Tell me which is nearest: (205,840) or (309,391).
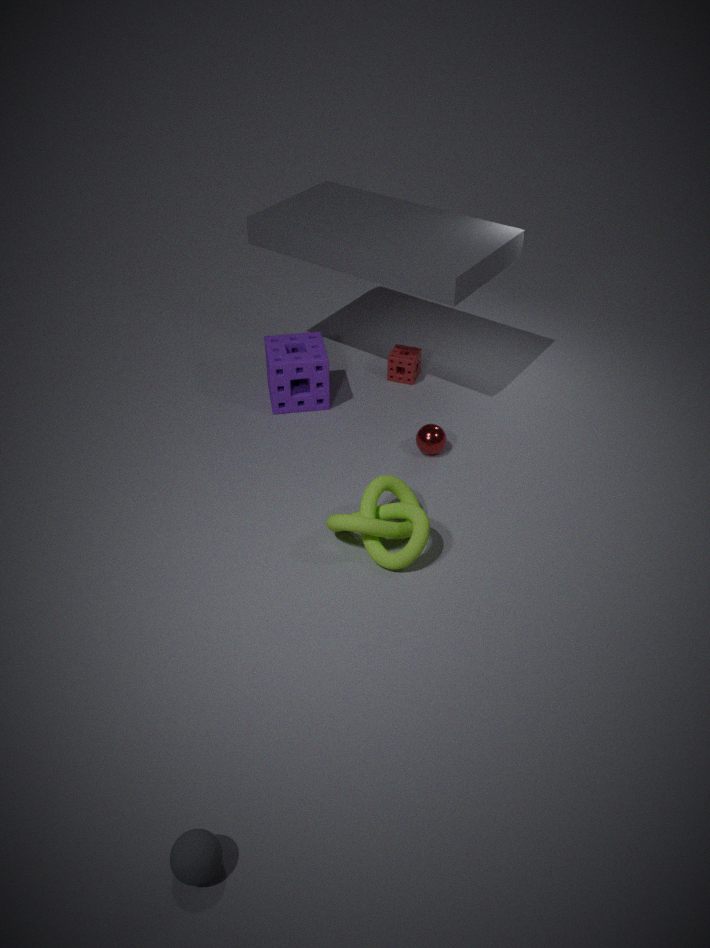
(205,840)
